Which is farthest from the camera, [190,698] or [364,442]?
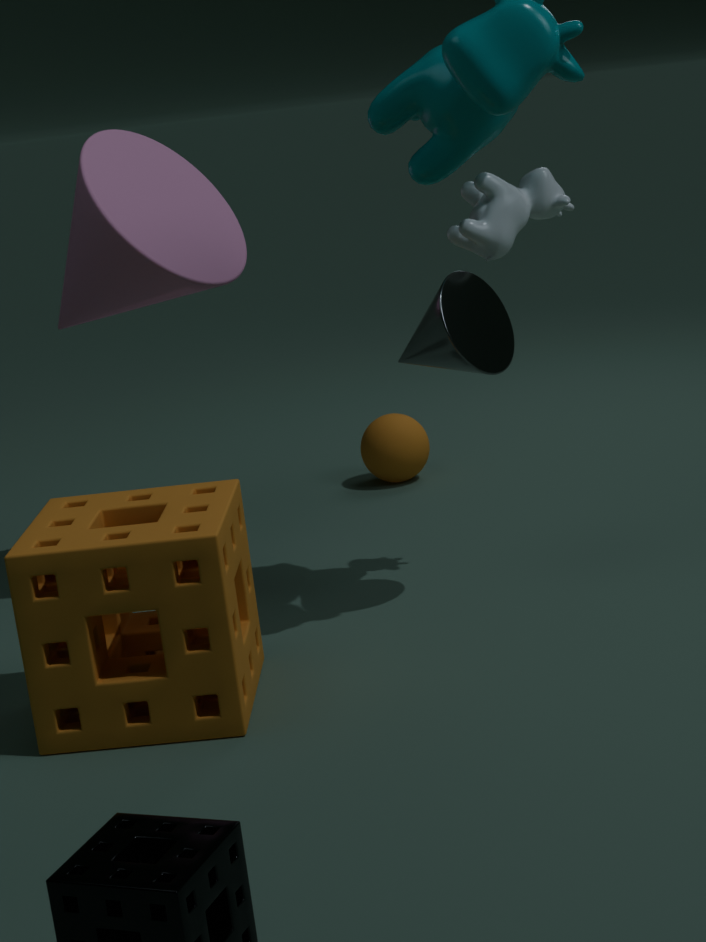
[364,442]
